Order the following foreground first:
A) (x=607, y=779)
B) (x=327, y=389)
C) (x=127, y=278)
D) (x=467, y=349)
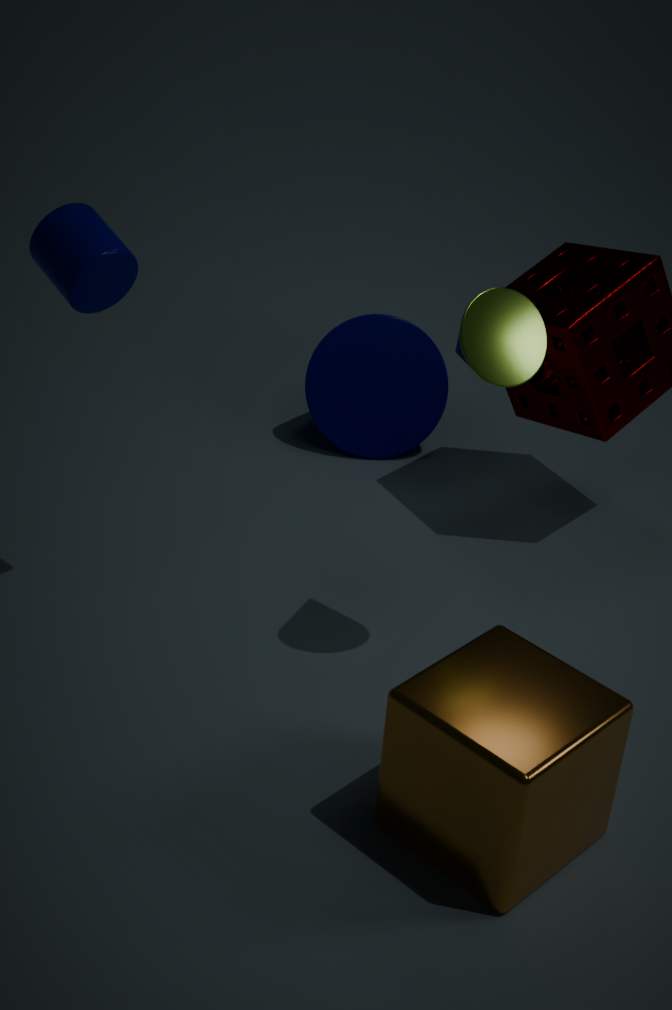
(x=607, y=779), (x=467, y=349), (x=127, y=278), (x=327, y=389)
